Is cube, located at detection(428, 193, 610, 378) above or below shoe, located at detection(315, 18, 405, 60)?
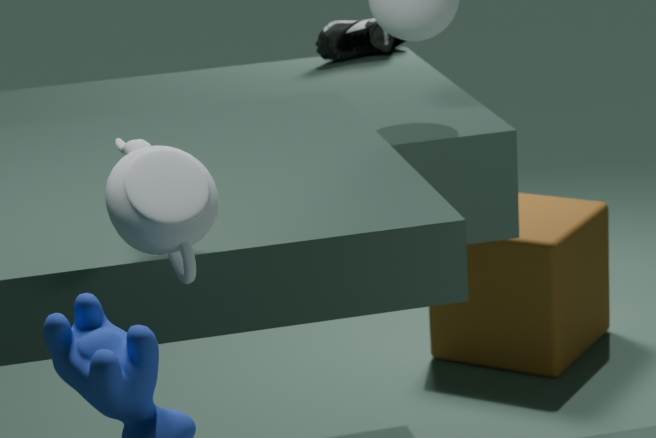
below
